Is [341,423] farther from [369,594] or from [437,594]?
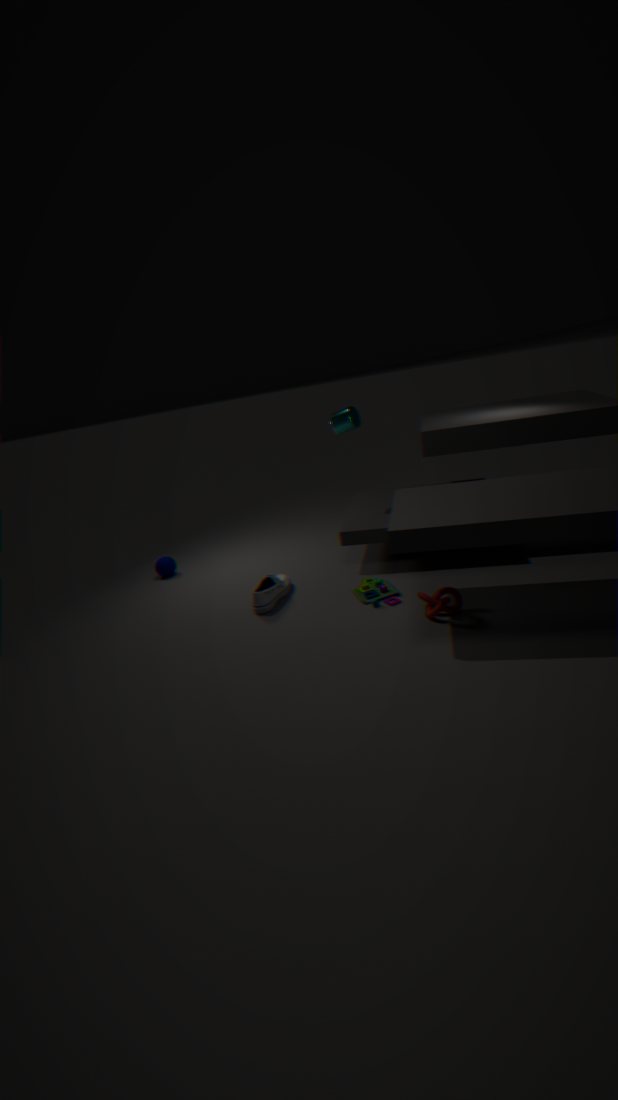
[437,594]
